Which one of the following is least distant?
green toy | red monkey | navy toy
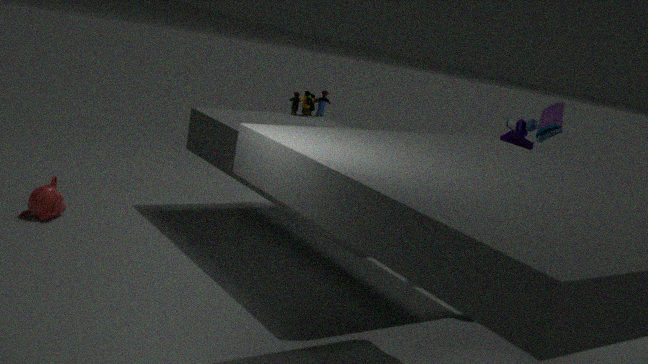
navy toy
